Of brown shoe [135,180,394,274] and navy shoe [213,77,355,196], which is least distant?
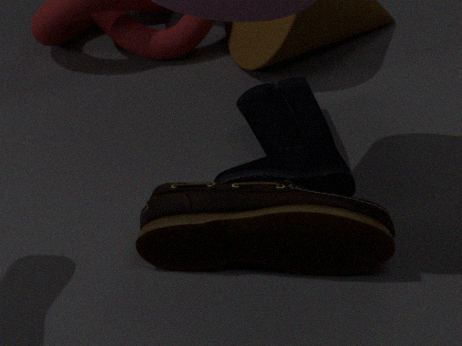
brown shoe [135,180,394,274]
